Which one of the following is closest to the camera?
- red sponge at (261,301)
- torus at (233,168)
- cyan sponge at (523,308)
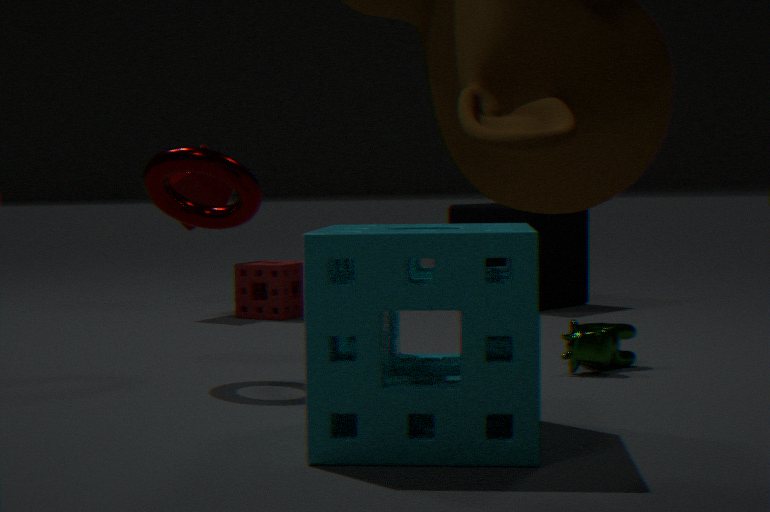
cyan sponge at (523,308)
